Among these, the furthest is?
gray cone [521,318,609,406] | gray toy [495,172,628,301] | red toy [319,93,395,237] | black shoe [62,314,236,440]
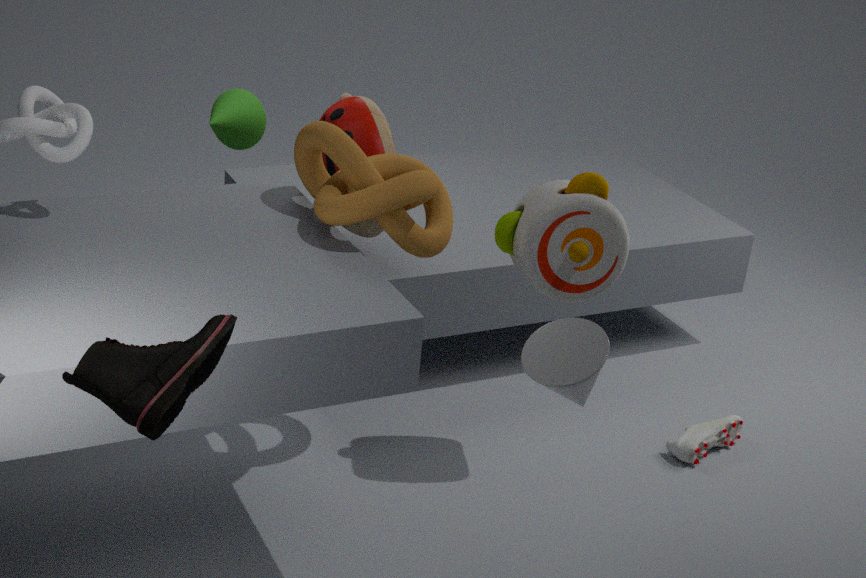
red toy [319,93,395,237]
